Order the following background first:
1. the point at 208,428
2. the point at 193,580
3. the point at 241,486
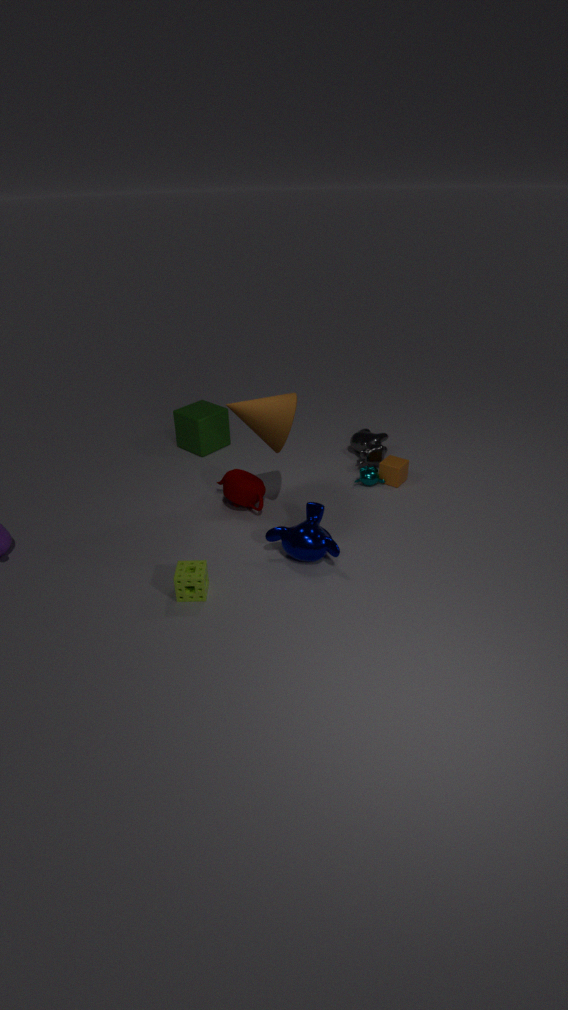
1. the point at 208,428
2. the point at 241,486
3. the point at 193,580
